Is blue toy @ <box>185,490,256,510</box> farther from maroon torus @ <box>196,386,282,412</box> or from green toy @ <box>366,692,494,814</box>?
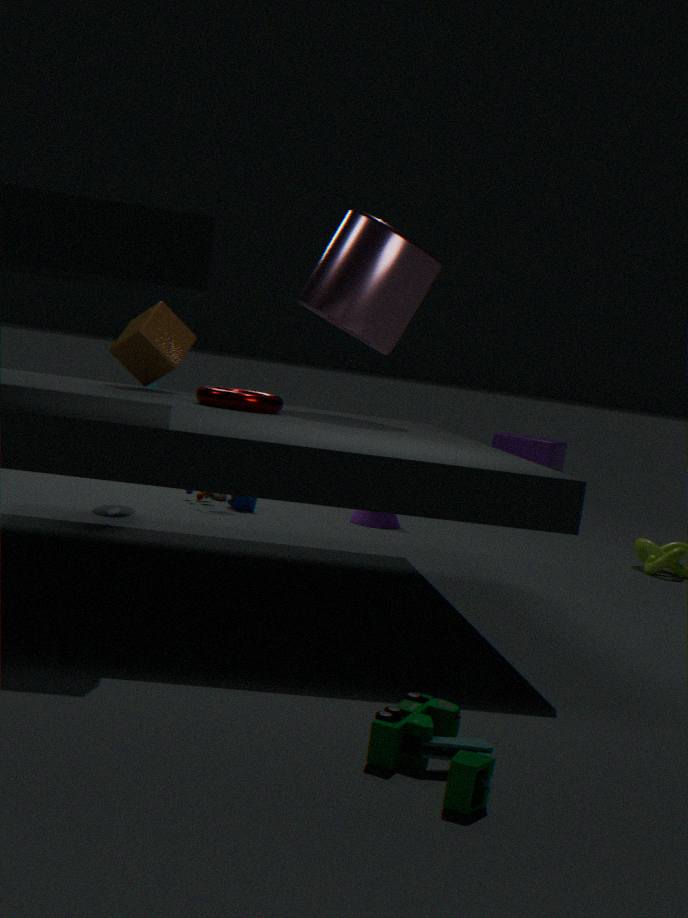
green toy @ <box>366,692,494,814</box>
